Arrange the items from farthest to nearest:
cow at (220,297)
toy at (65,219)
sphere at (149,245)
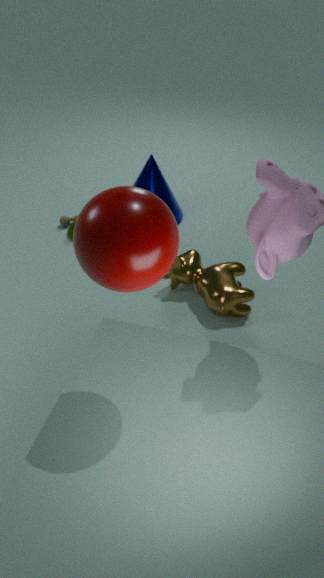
toy at (65,219) → cow at (220,297) → sphere at (149,245)
